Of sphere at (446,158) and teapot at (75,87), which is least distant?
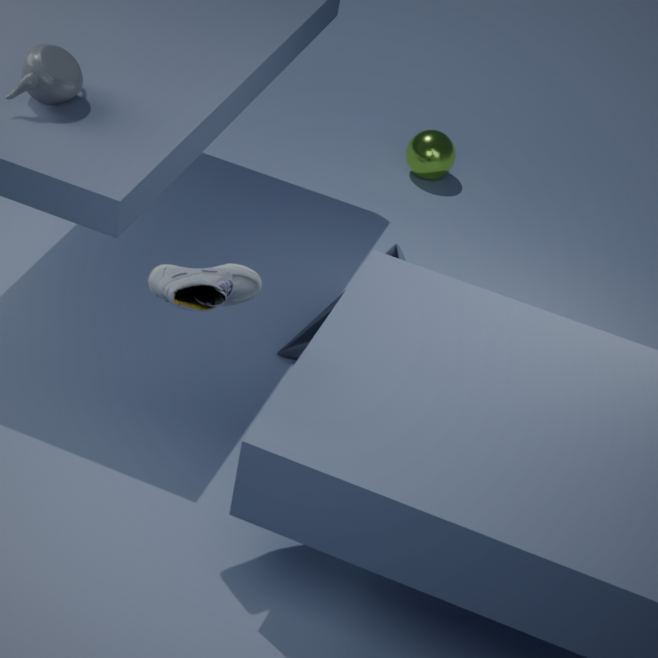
teapot at (75,87)
